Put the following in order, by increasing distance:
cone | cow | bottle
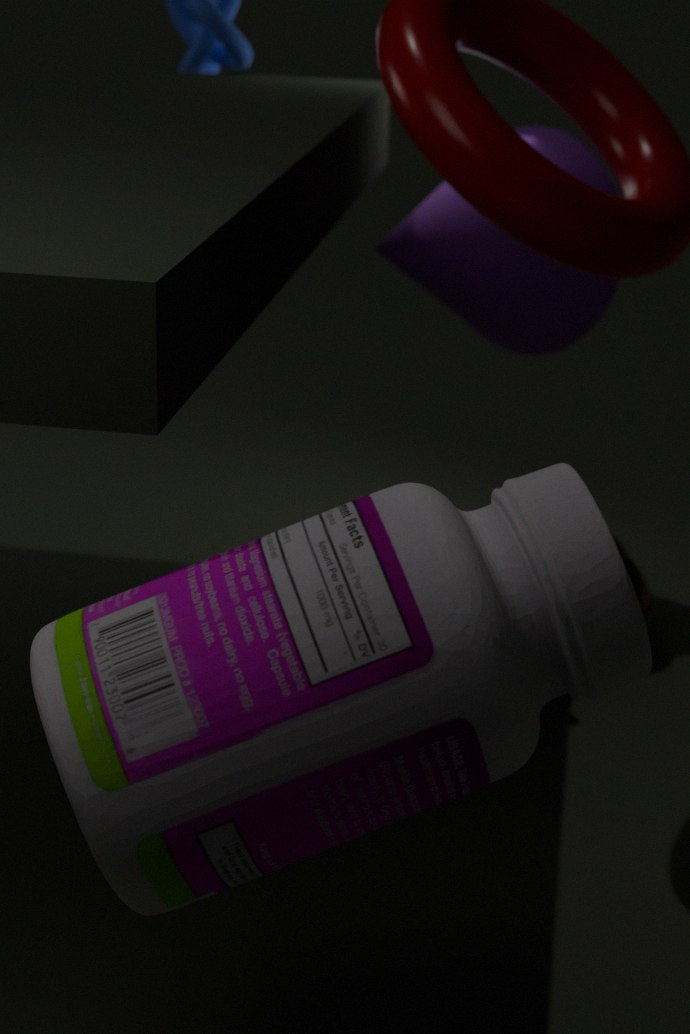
1. bottle
2. cone
3. cow
